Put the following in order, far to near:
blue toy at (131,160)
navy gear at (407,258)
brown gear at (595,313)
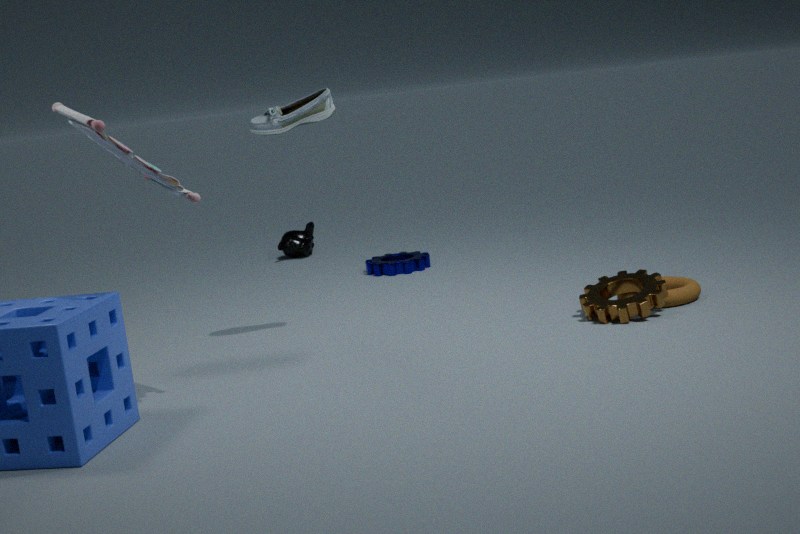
navy gear at (407,258)
brown gear at (595,313)
blue toy at (131,160)
